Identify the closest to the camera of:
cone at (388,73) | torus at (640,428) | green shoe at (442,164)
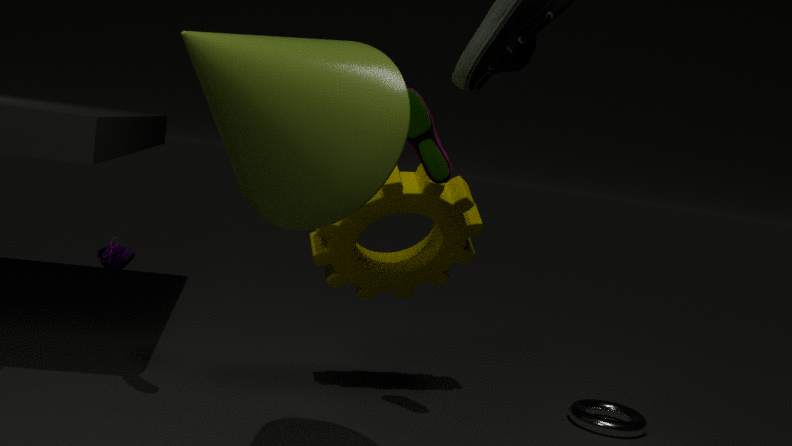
cone at (388,73)
